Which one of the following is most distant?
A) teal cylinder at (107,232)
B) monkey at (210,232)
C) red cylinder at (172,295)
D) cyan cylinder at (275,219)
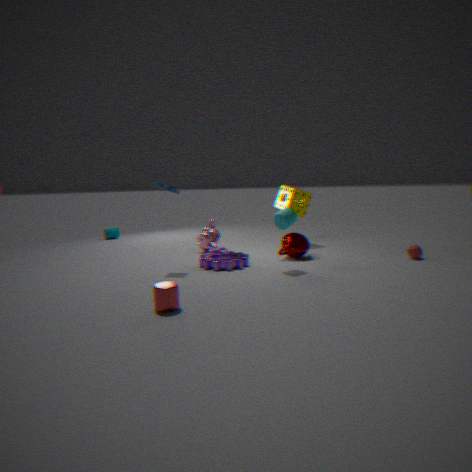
teal cylinder at (107,232)
